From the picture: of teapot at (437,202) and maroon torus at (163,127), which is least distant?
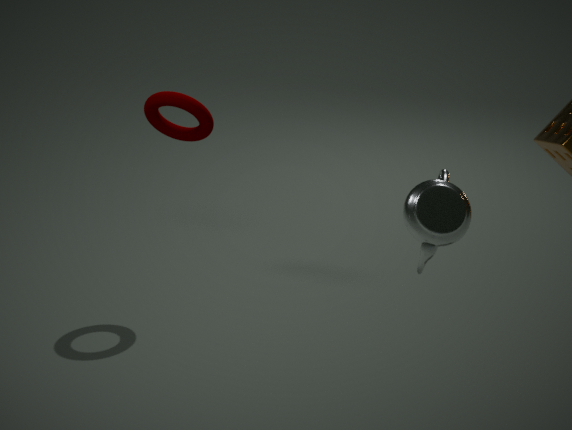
teapot at (437,202)
